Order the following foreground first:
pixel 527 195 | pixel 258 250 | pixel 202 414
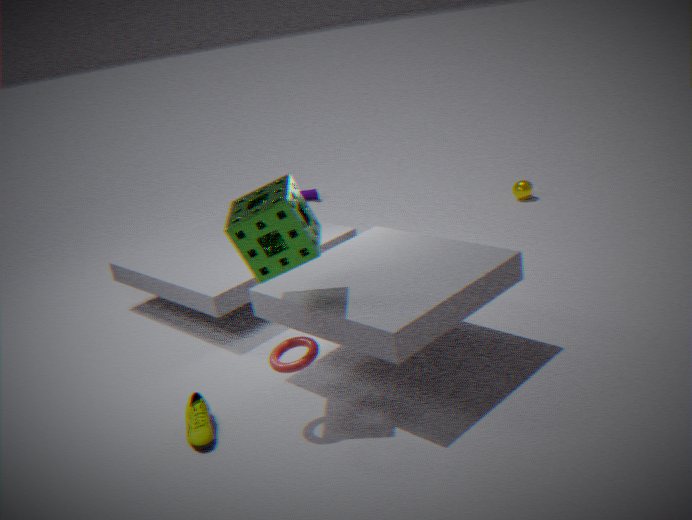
pixel 258 250 < pixel 202 414 < pixel 527 195
